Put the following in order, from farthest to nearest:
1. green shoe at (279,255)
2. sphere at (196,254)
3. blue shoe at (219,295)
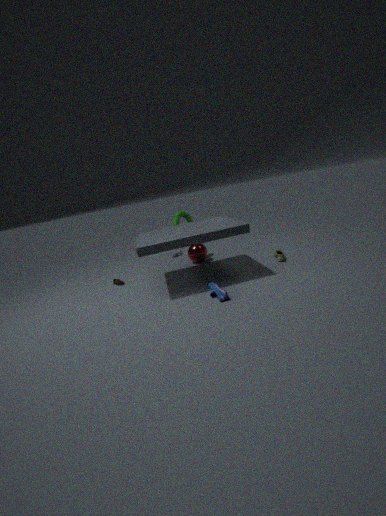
1. sphere at (196,254)
2. green shoe at (279,255)
3. blue shoe at (219,295)
